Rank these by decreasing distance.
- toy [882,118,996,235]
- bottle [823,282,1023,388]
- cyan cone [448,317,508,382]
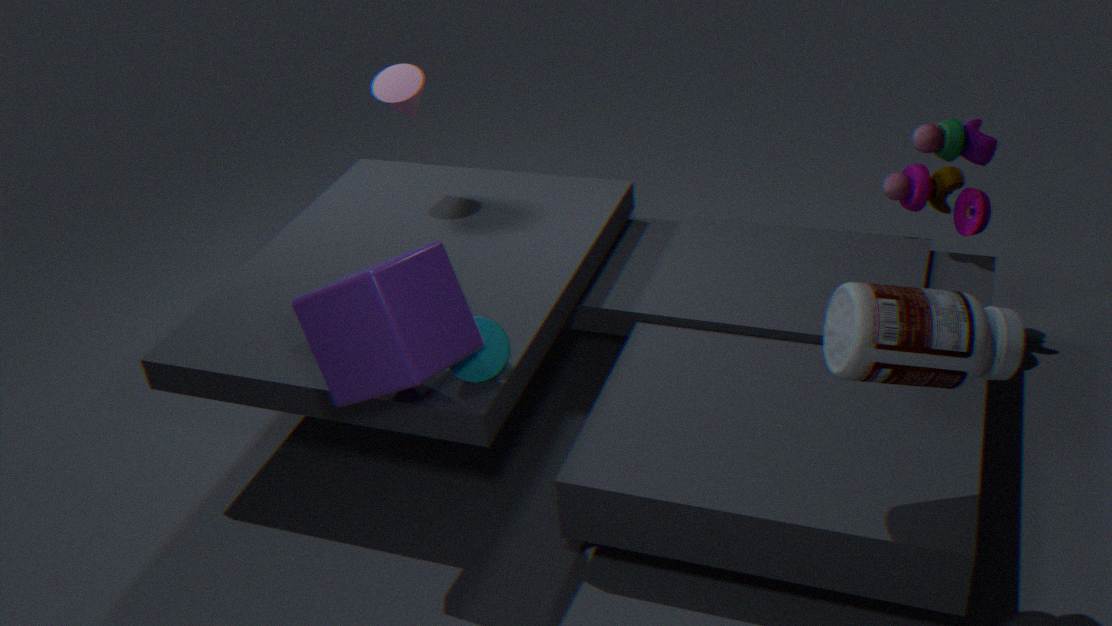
→ toy [882,118,996,235] → cyan cone [448,317,508,382] → bottle [823,282,1023,388]
